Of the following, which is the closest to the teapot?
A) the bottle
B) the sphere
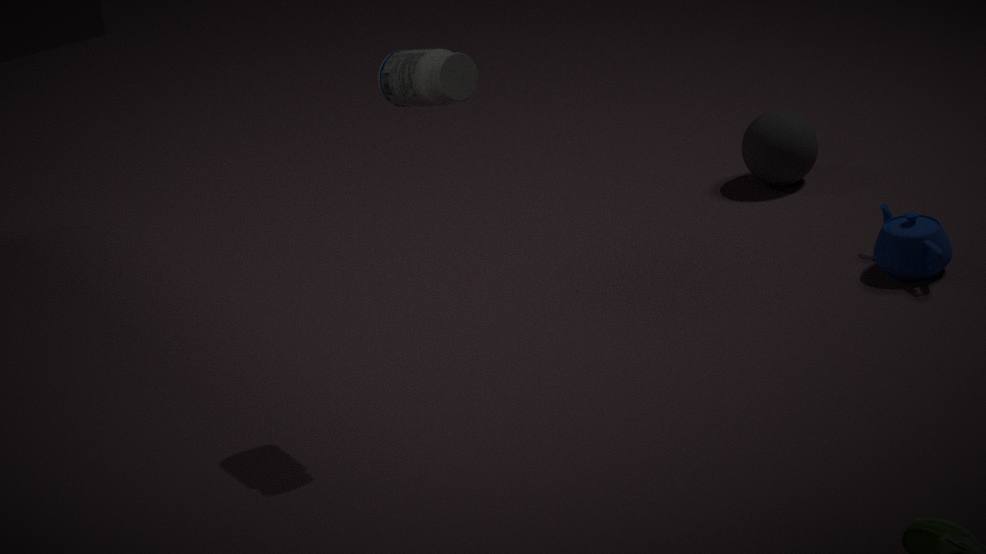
the sphere
